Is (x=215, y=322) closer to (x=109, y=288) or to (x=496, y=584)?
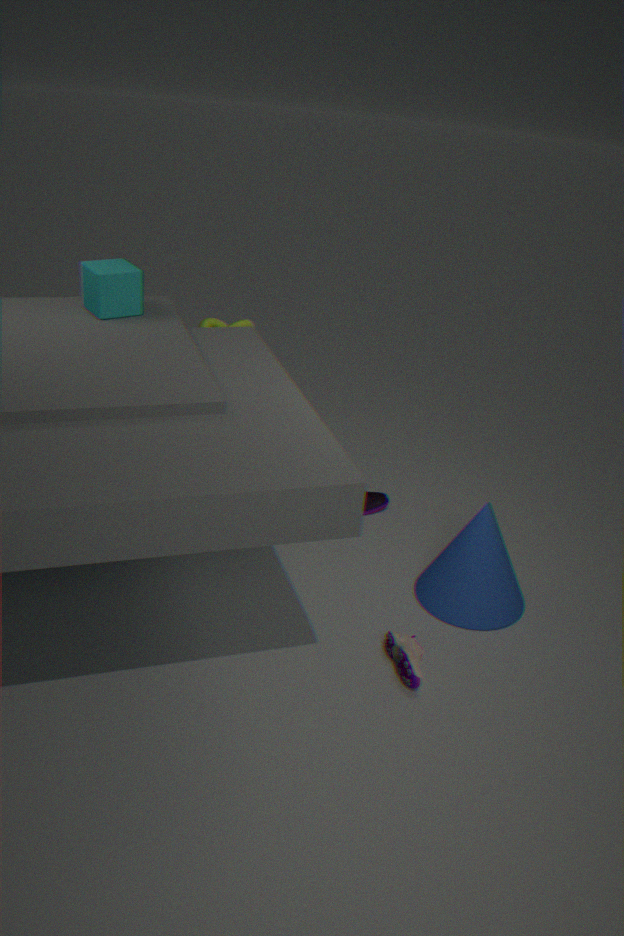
(x=109, y=288)
